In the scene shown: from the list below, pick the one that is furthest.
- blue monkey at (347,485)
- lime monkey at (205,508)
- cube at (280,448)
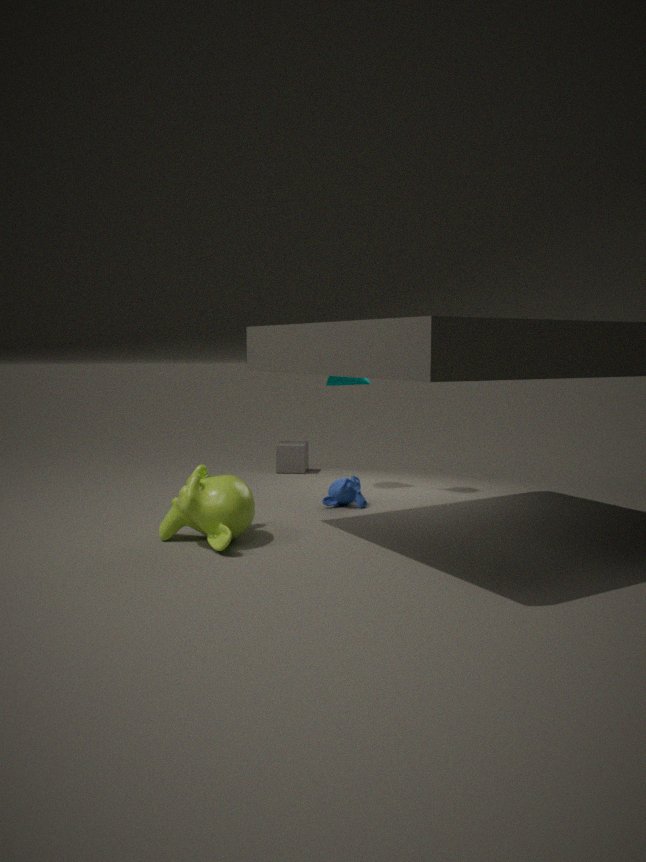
cube at (280,448)
